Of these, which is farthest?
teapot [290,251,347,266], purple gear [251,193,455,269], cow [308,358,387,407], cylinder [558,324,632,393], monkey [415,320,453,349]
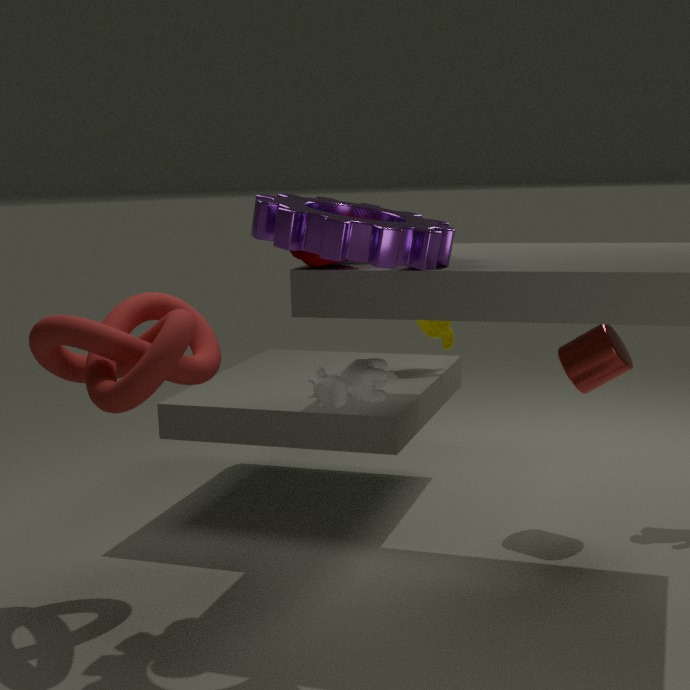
monkey [415,320,453,349]
